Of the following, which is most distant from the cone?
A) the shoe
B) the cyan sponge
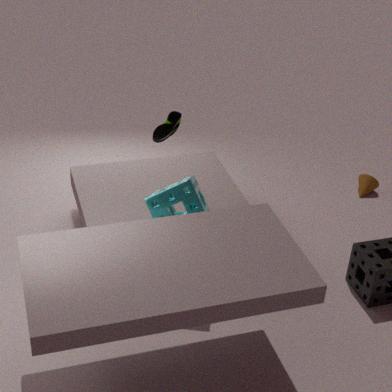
the shoe
